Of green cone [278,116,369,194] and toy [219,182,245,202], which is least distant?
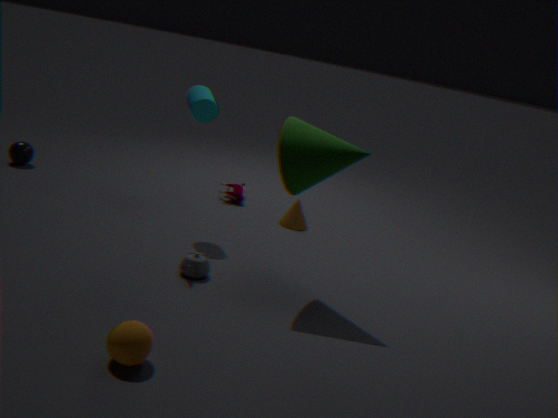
green cone [278,116,369,194]
